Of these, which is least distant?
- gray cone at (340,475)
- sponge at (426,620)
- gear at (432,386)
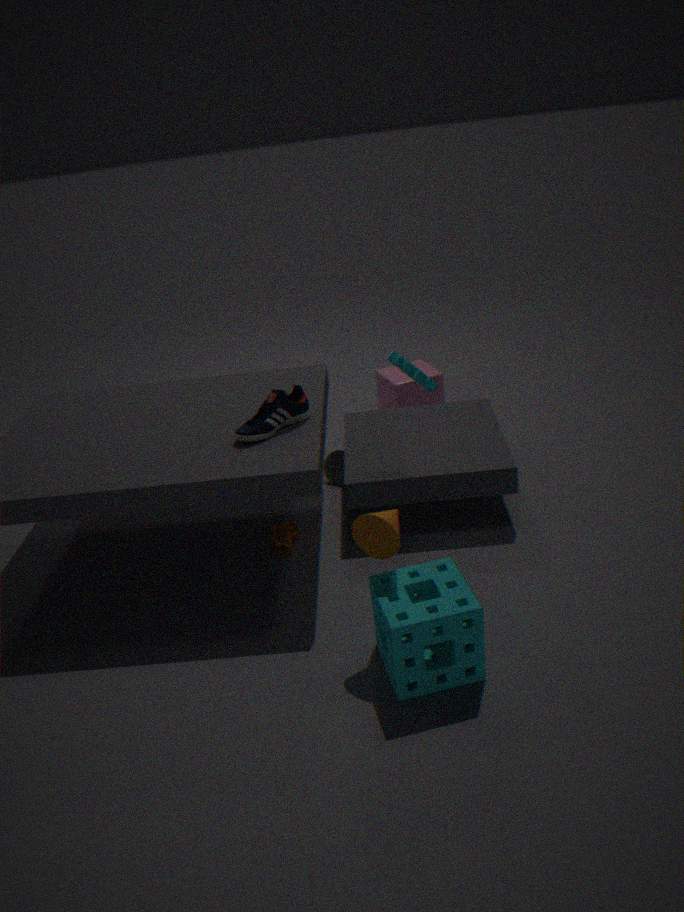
sponge at (426,620)
